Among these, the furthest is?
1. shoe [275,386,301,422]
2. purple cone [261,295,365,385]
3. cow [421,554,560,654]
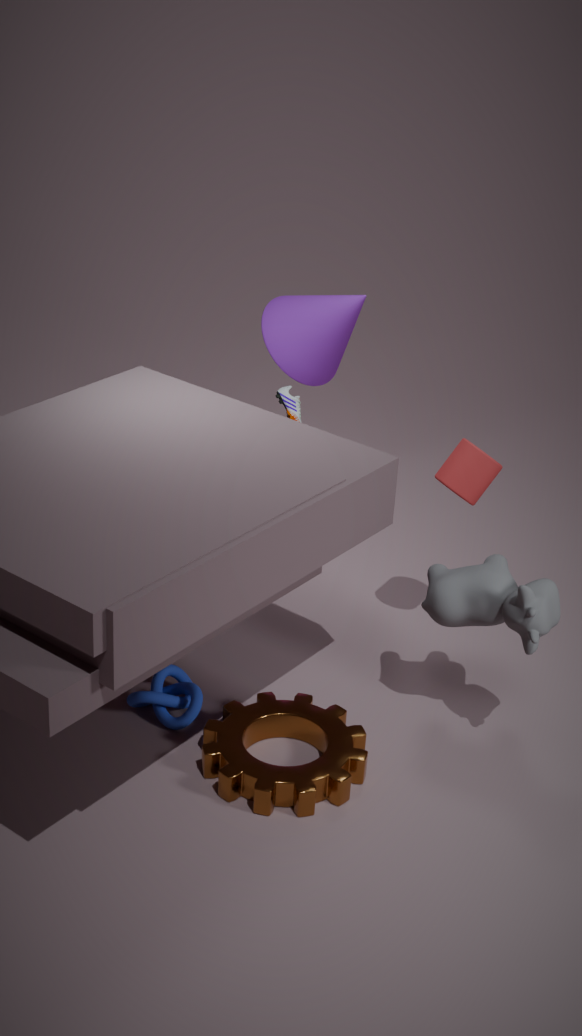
shoe [275,386,301,422]
